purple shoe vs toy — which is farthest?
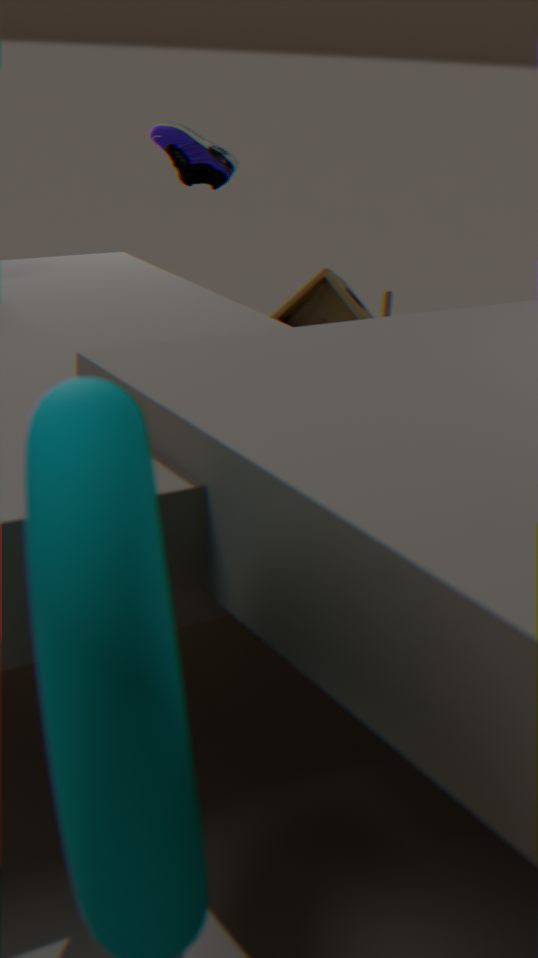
toy
